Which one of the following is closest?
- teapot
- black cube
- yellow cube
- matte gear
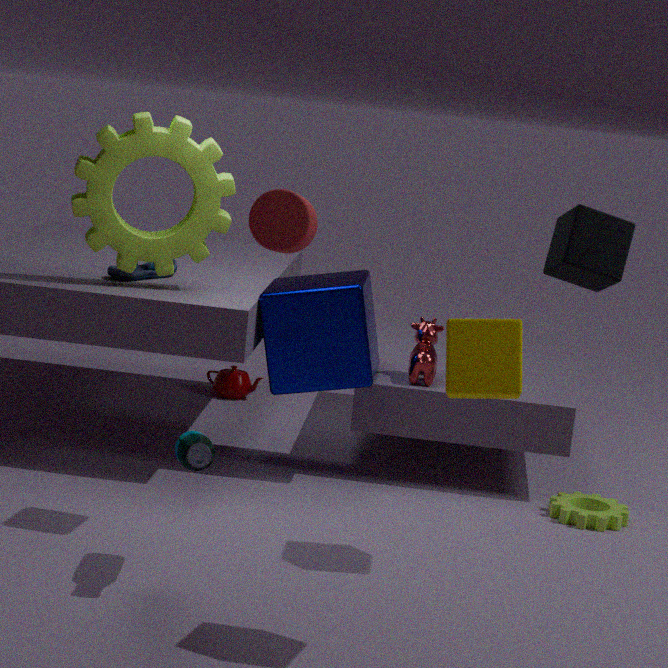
yellow cube
